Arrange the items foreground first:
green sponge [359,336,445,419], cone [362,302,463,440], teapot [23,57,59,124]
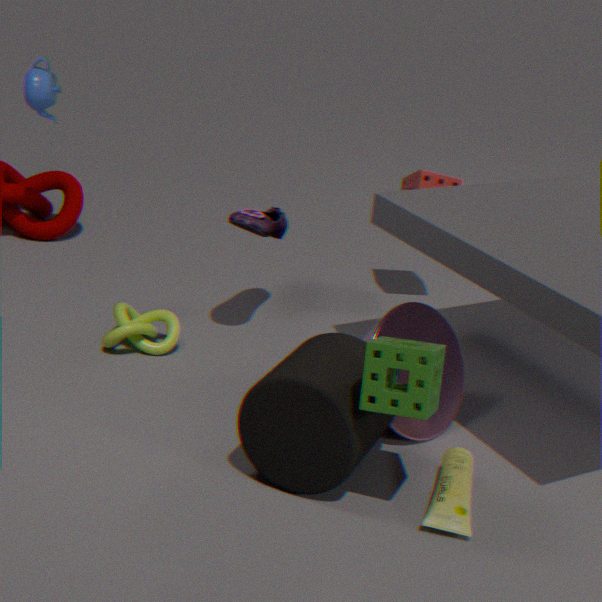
green sponge [359,336,445,419], cone [362,302,463,440], teapot [23,57,59,124]
